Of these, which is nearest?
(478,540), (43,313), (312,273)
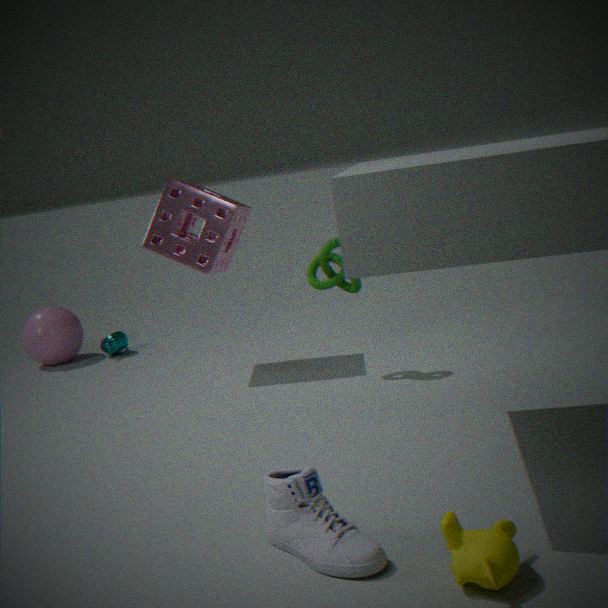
(478,540)
